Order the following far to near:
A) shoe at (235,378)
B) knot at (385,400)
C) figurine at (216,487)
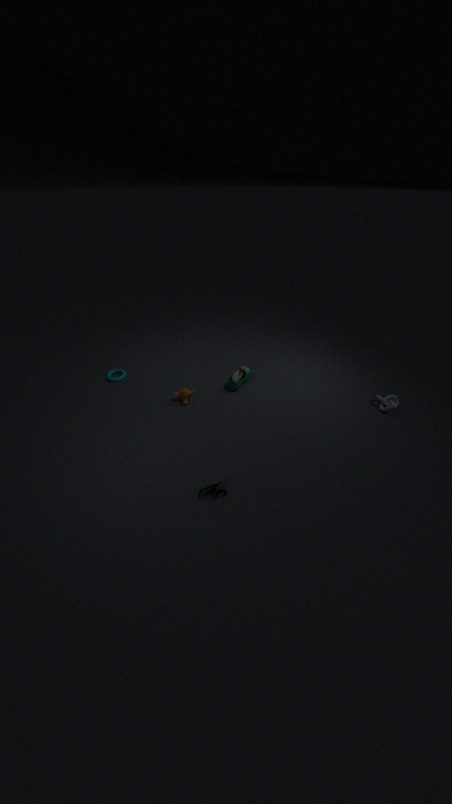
shoe at (235,378), knot at (385,400), figurine at (216,487)
